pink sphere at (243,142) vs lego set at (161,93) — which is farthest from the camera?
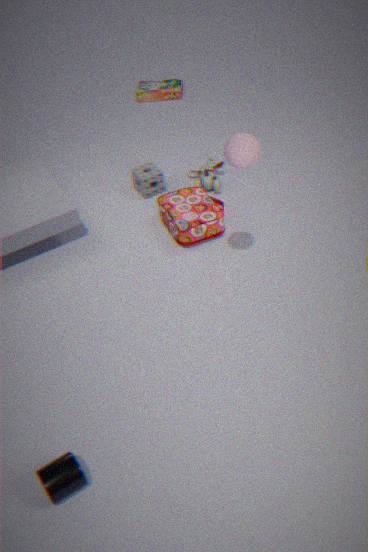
lego set at (161,93)
